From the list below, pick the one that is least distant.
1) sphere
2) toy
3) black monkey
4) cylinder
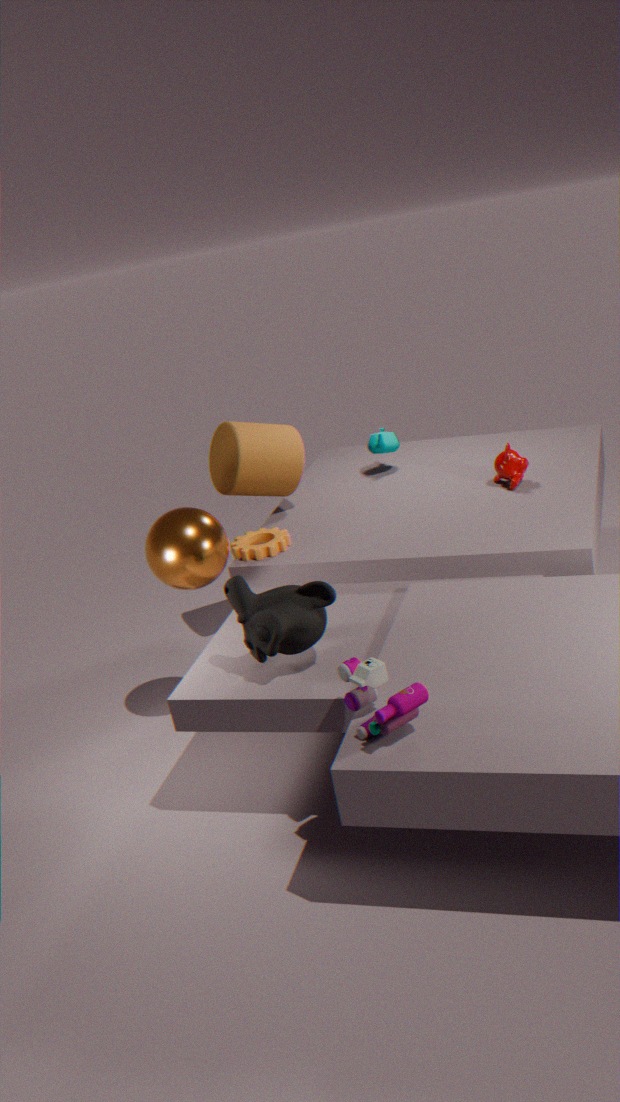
2. toy
